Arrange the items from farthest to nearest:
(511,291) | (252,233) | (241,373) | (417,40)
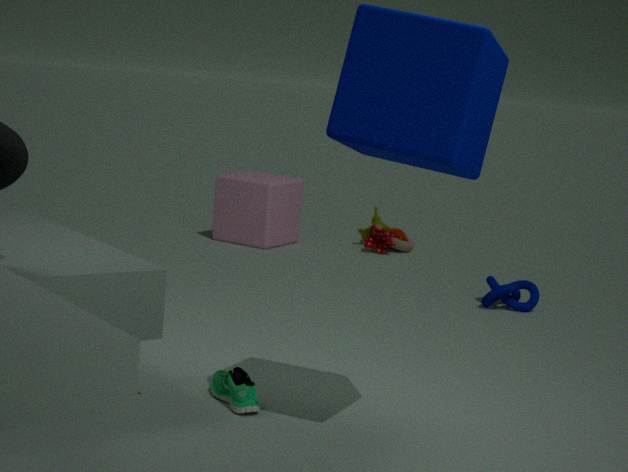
(252,233), (511,291), (241,373), (417,40)
